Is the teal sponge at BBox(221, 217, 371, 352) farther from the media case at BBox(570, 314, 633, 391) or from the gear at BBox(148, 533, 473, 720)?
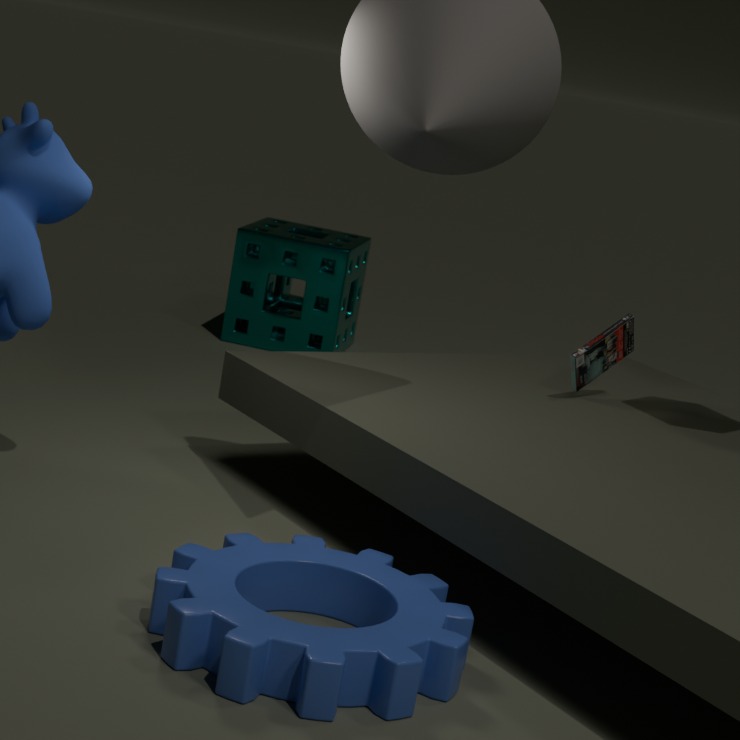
the gear at BBox(148, 533, 473, 720)
